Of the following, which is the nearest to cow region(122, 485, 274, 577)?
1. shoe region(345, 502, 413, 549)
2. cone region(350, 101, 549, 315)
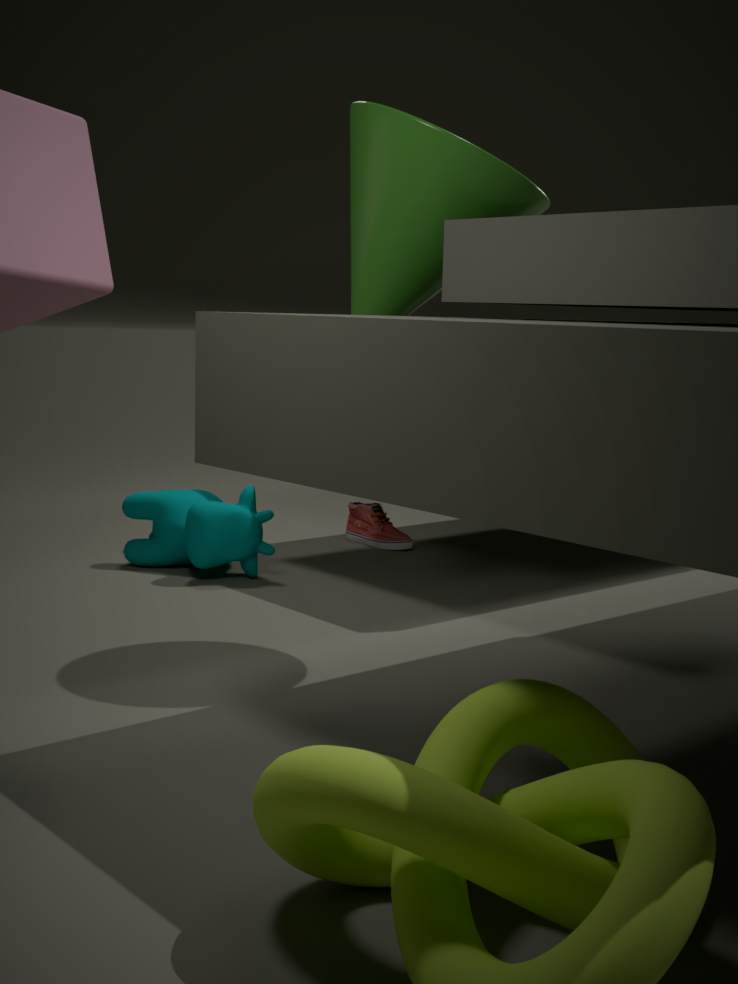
shoe region(345, 502, 413, 549)
